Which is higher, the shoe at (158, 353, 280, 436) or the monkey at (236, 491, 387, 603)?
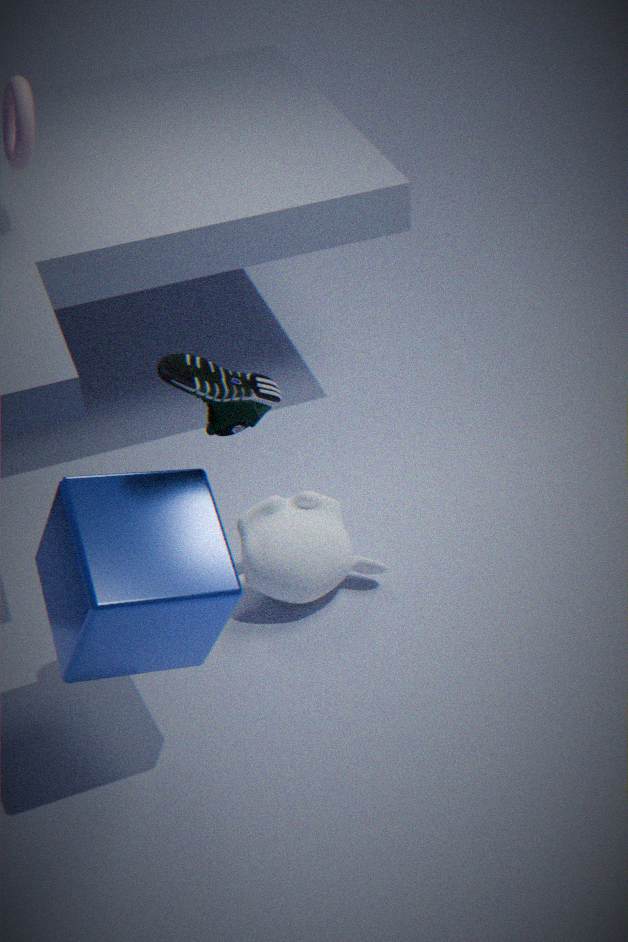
the shoe at (158, 353, 280, 436)
